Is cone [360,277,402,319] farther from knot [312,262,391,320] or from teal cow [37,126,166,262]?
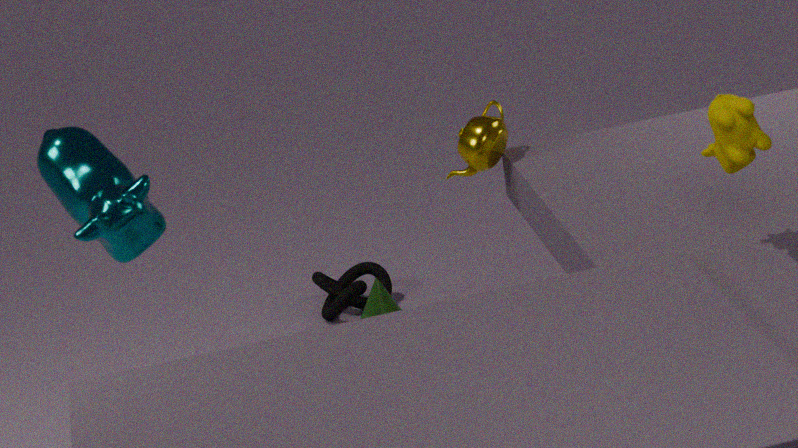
teal cow [37,126,166,262]
